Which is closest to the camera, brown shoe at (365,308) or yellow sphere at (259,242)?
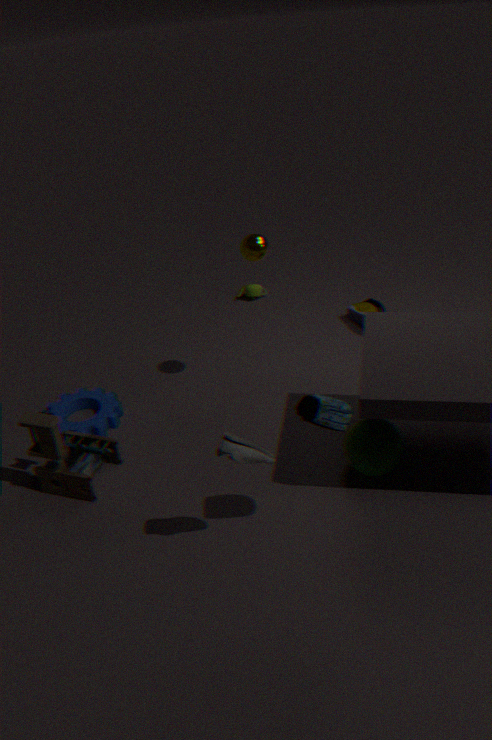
yellow sphere at (259,242)
